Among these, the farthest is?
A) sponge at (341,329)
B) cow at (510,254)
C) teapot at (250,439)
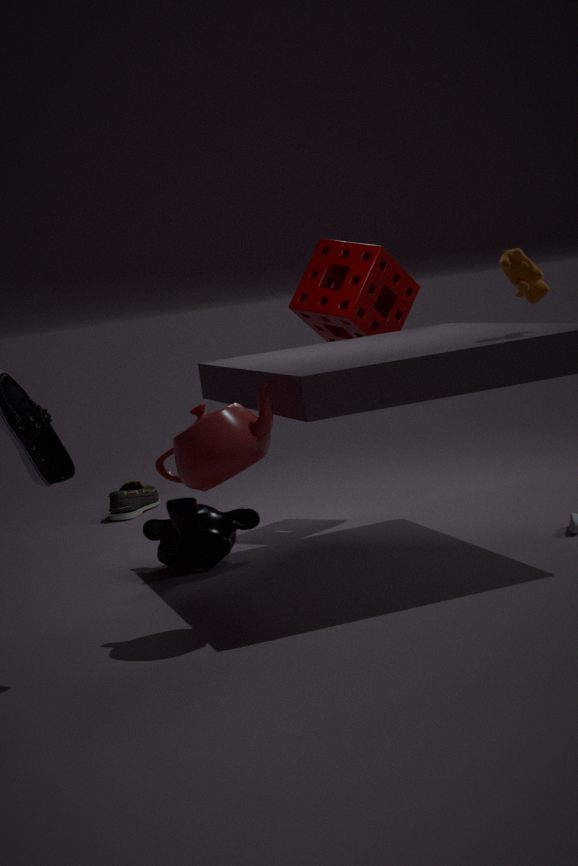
sponge at (341,329)
